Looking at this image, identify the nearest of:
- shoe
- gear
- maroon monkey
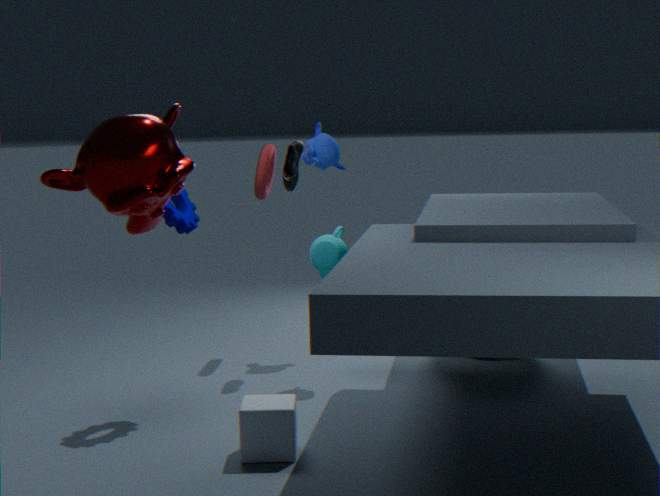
maroon monkey
